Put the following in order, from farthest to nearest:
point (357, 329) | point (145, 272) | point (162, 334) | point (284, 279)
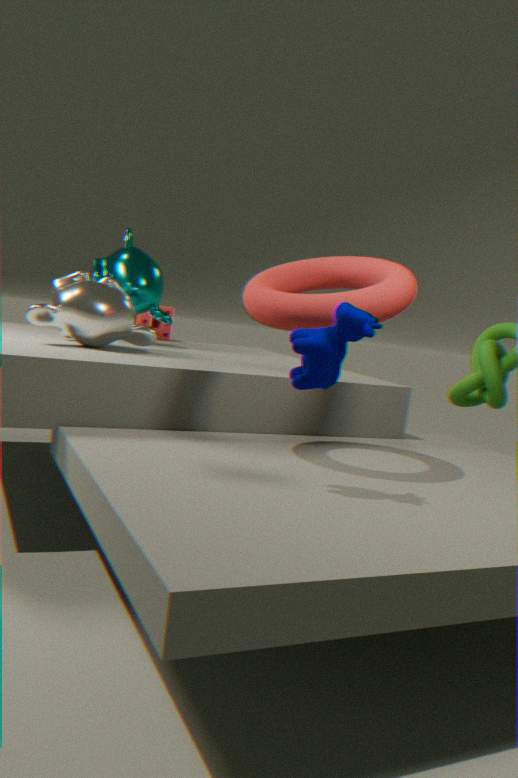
point (162, 334), point (145, 272), point (284, 279), point (357, 329)
